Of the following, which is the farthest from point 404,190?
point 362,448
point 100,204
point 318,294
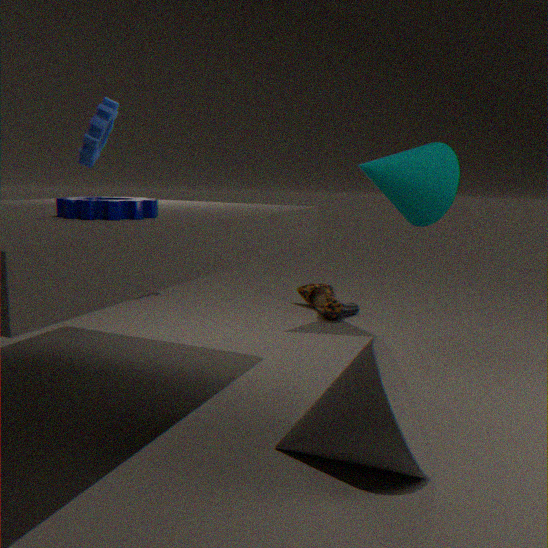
point 100,204
